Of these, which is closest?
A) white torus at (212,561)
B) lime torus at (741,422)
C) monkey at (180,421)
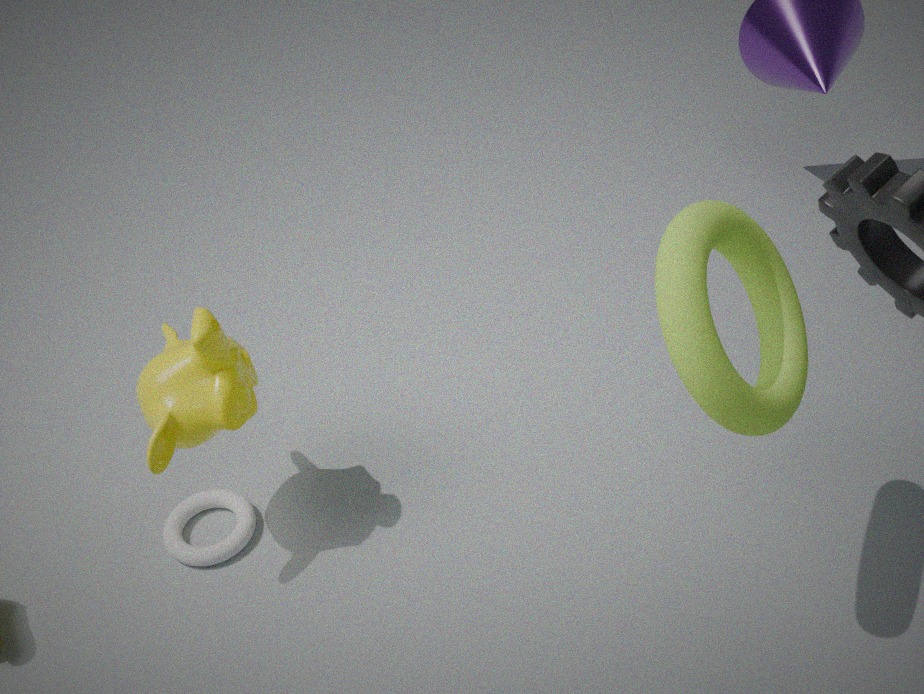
lime torus at (741,422)
